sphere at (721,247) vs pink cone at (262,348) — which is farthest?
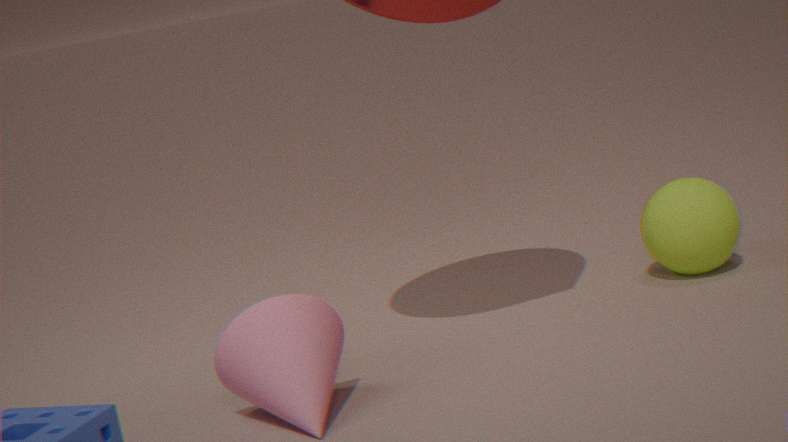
sphere at (721,247)
